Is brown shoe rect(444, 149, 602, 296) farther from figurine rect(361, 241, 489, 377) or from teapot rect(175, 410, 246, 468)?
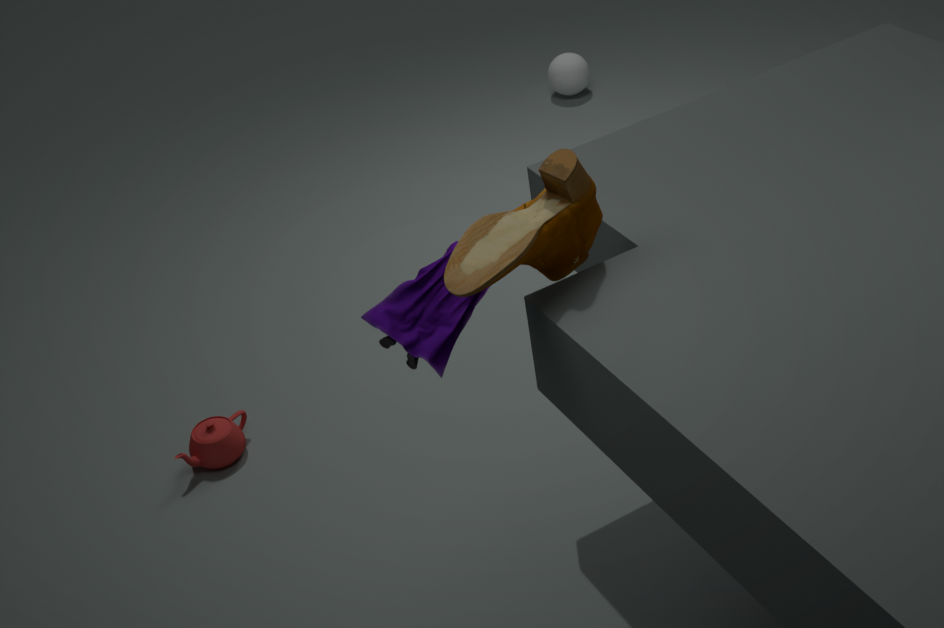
teapot rect(175, 410, 246, 468)
